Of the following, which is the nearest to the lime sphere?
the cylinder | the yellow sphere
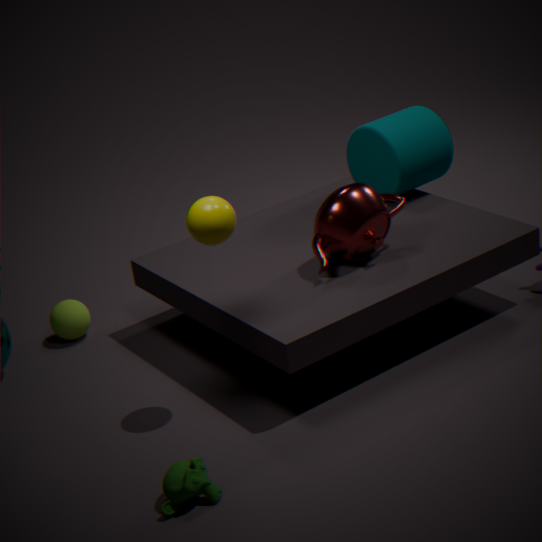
the yellow sphere
